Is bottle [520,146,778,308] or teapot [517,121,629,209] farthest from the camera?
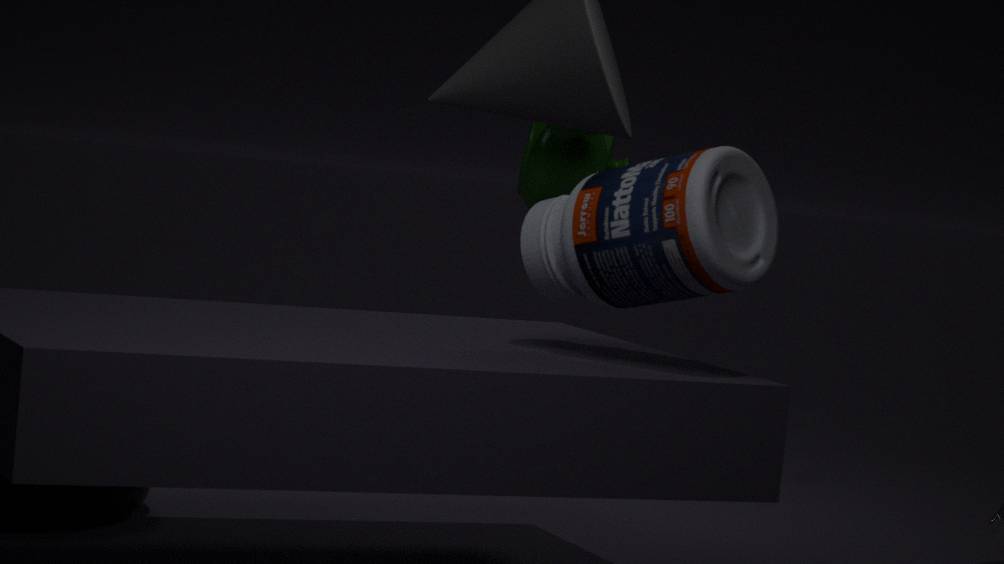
teapot [517,121,629,209]
